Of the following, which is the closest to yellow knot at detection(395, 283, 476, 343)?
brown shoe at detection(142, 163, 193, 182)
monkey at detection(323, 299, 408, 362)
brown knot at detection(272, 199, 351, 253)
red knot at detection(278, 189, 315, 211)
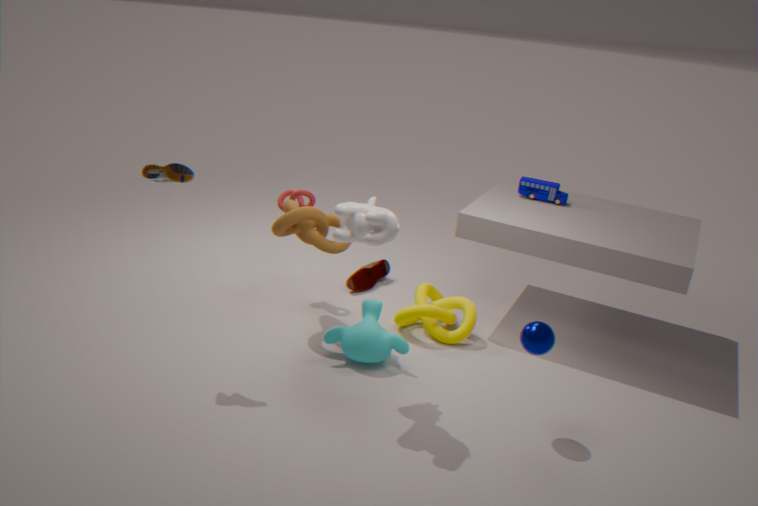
monkey at detection(323, 299, 408, 362)
